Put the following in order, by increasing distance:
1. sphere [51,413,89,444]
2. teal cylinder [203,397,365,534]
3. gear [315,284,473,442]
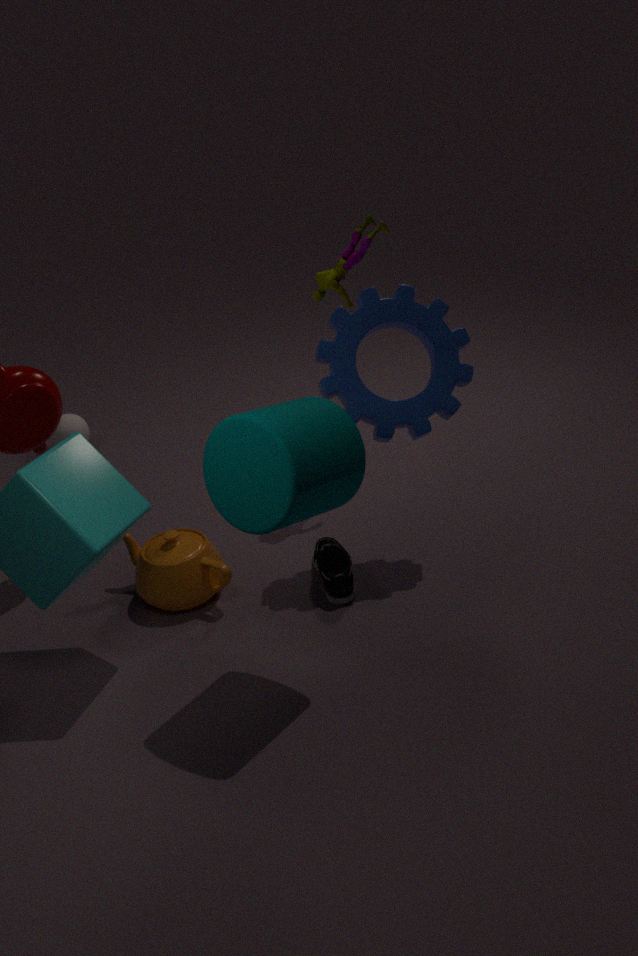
teal cylinder [203,397,365,534] → gear [315,284,473,442] → sphere [51,413,89,444]
